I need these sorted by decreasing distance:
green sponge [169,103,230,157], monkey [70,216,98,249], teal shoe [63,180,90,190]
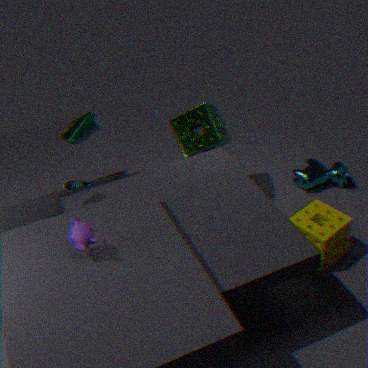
green sponge [169,103,230,157] → teal shoe [63,180,90,190] → monkey [70,216,98,249]
